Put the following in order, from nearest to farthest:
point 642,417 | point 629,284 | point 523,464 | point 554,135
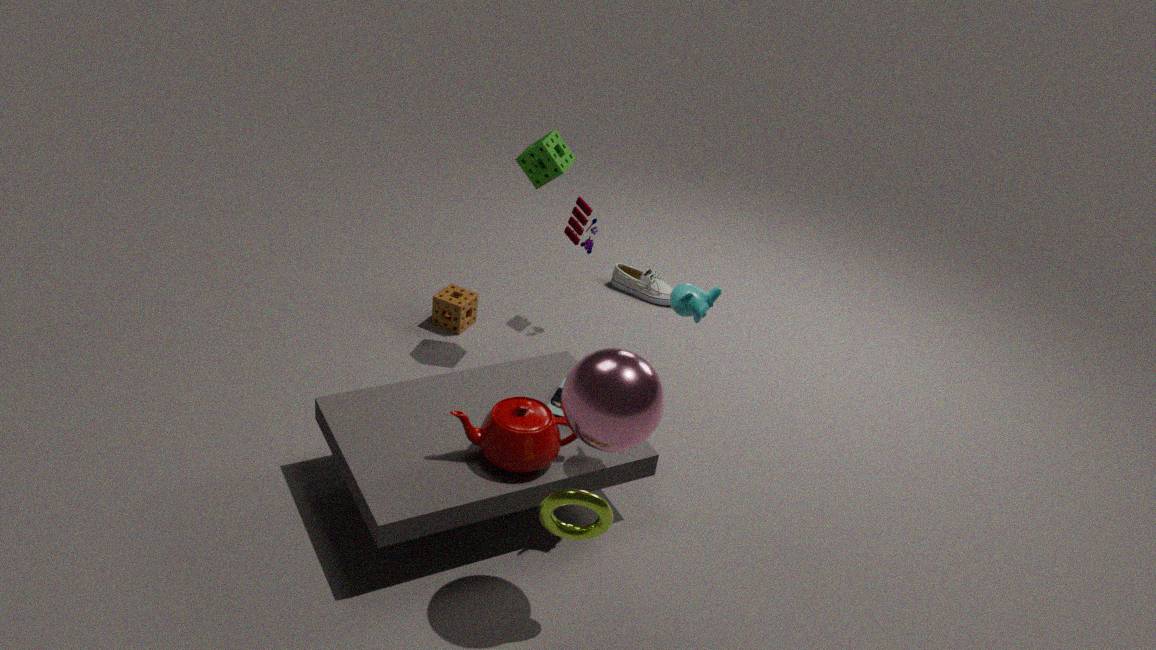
point 642,417
point 523,464
point 554,135
point 629,284
